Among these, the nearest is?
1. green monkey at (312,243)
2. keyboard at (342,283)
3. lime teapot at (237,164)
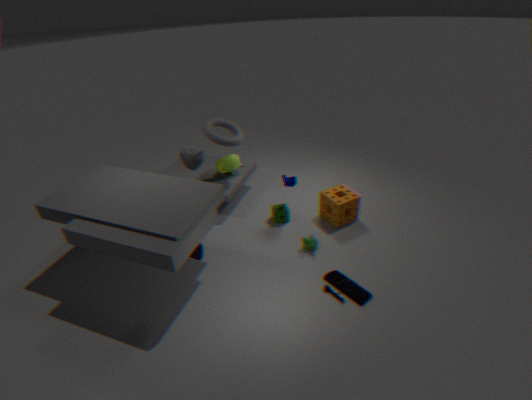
keyboard at (342,283)
